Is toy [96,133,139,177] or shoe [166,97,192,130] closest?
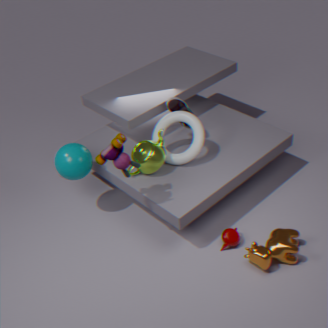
toy [96,133,139,177]
